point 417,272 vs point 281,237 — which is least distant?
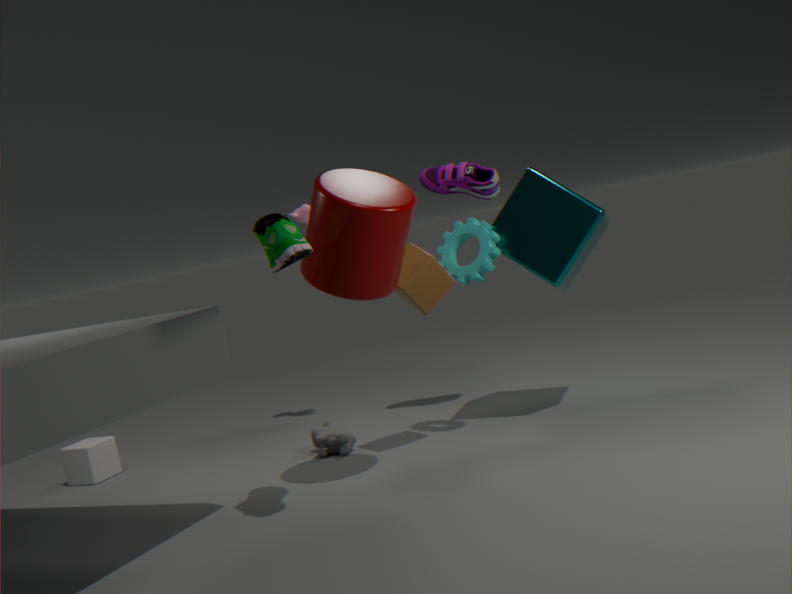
point 281,237
